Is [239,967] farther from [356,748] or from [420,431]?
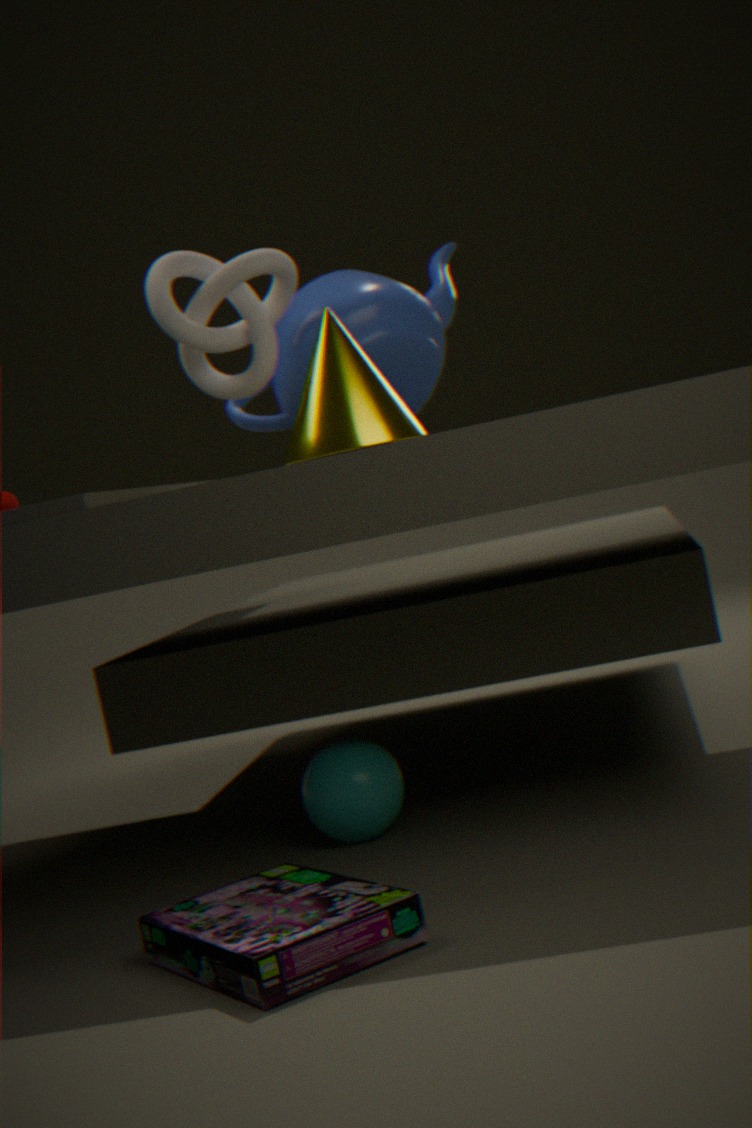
[420,431]
